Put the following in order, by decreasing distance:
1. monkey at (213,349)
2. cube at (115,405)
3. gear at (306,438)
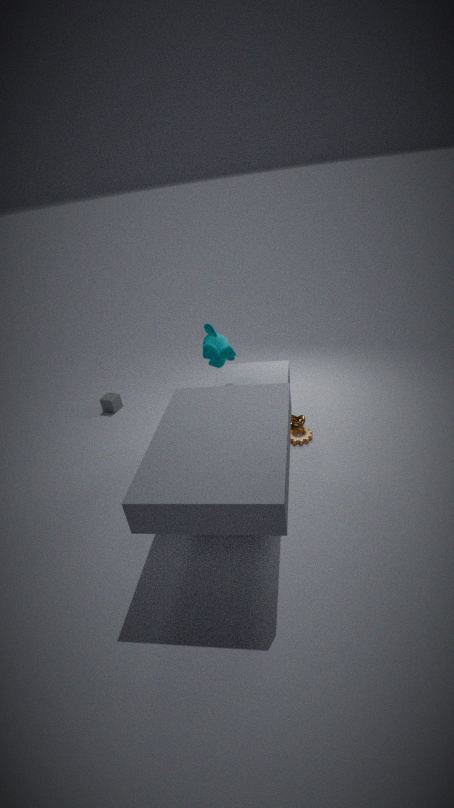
cube at (115,405), gear at (306,438), monkey at (213,349)
